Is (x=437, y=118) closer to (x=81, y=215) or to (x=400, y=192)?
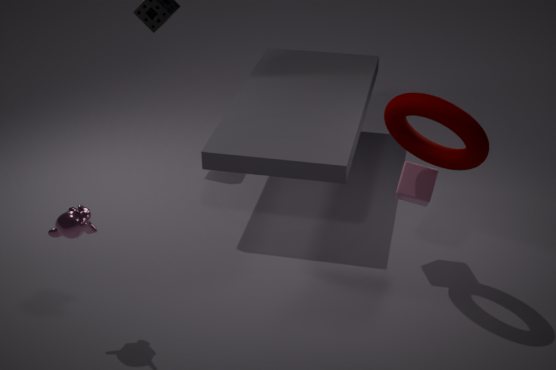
(x=400, y=192)
